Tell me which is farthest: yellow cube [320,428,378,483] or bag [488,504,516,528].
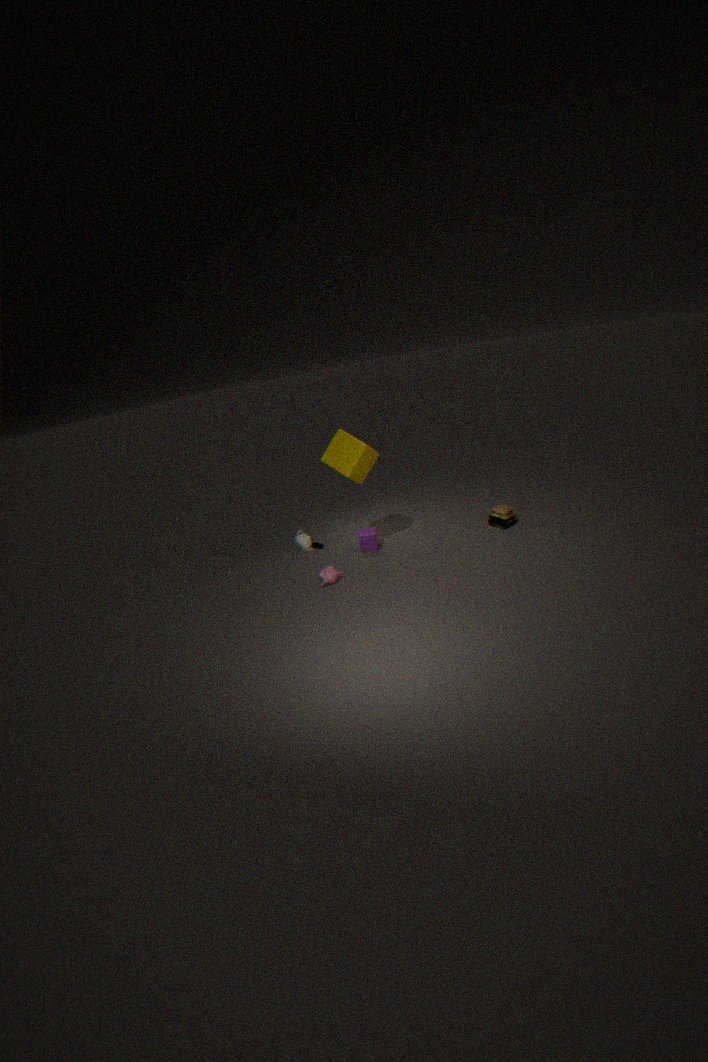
bag [488,504,516,528]
